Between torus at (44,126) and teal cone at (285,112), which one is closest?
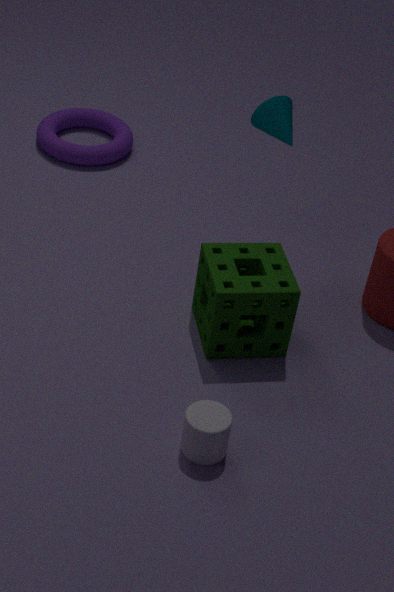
teal cone at (285,112)
